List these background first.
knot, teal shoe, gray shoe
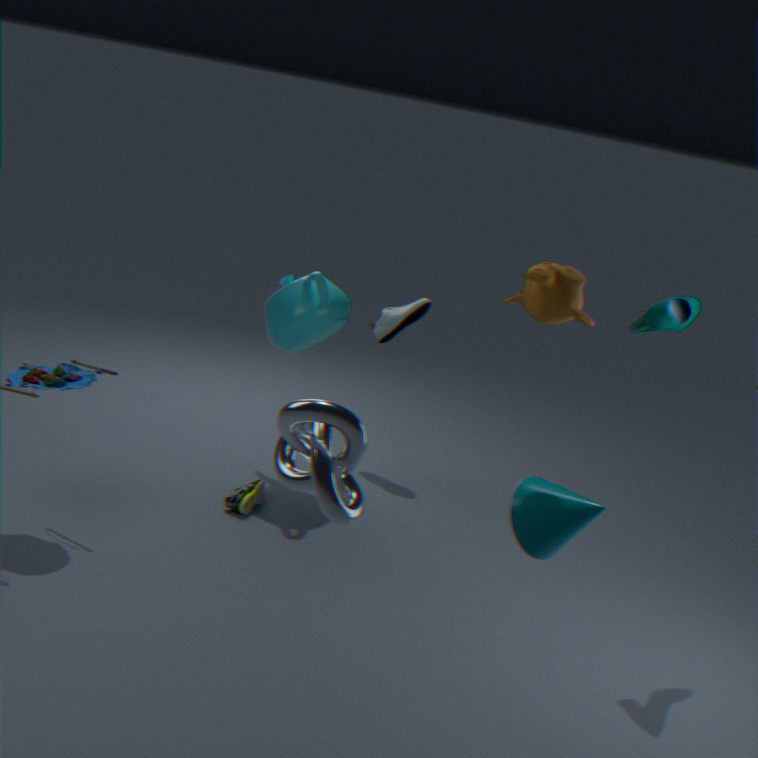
gray shoe → teal shoe → knot
